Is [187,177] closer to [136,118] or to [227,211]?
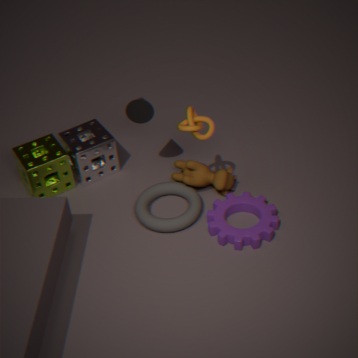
[227,211]
